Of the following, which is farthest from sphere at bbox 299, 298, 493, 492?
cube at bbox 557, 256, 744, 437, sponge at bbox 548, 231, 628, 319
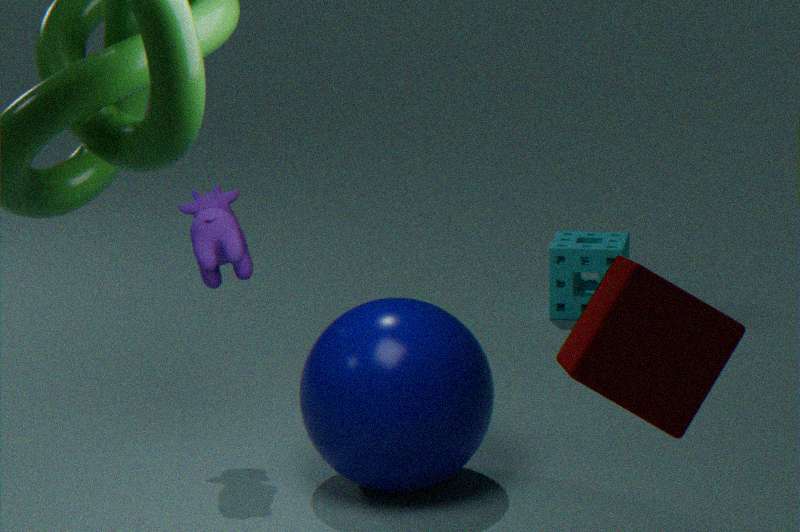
sponge at bbox 548, 231, 628, 319
